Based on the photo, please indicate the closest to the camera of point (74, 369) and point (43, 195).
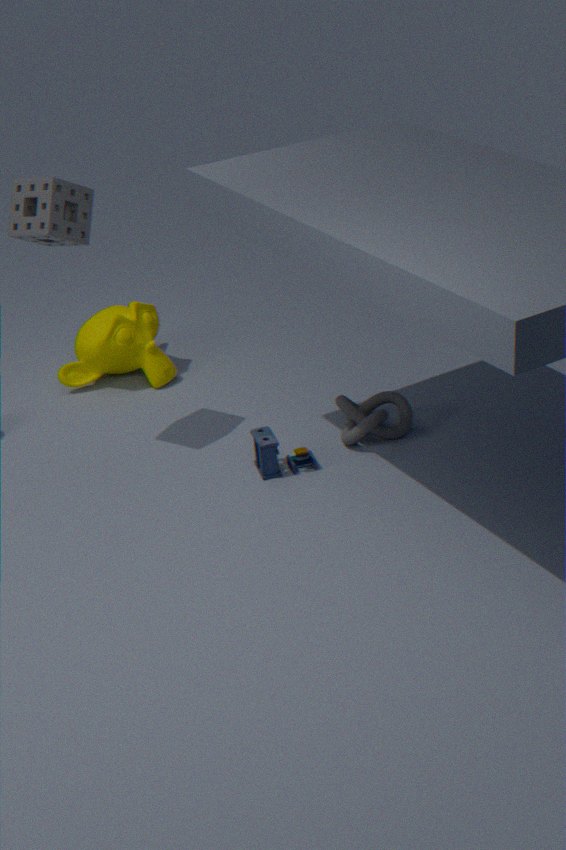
point (43, 195)
